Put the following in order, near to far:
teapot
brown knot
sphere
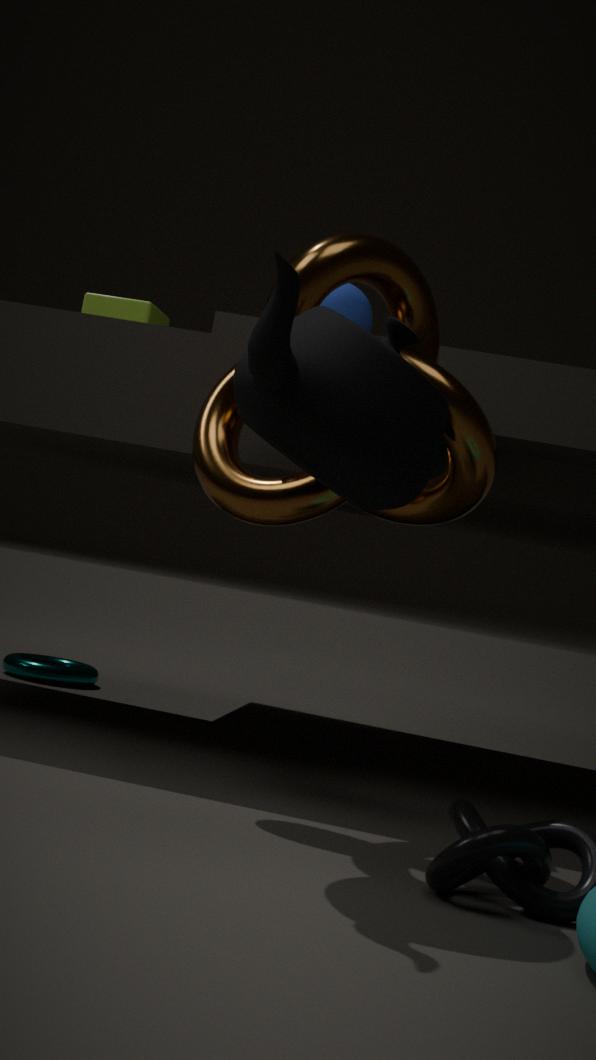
teapot
brown knot
sphere
